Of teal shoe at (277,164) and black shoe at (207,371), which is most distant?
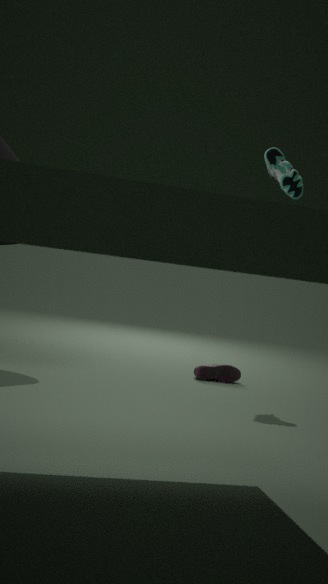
black shoe at (207,371)
